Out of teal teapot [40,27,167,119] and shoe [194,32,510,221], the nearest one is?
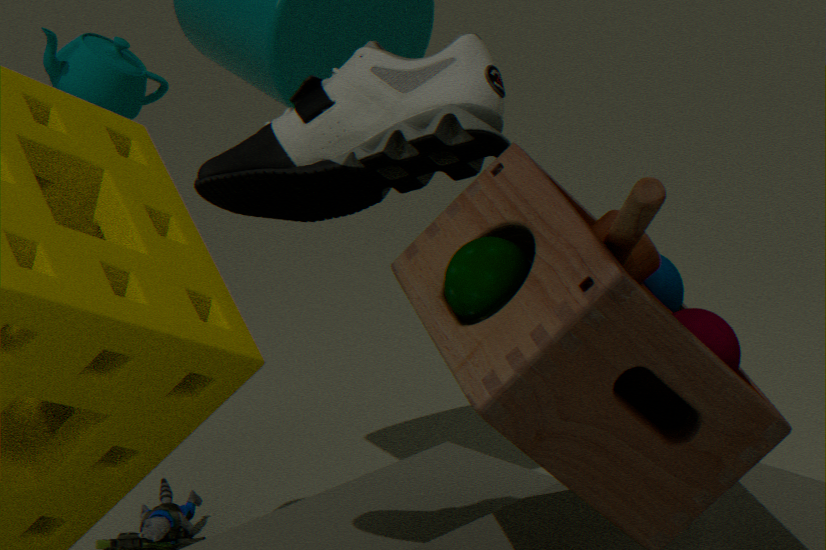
shoe [194,32,510,221]
